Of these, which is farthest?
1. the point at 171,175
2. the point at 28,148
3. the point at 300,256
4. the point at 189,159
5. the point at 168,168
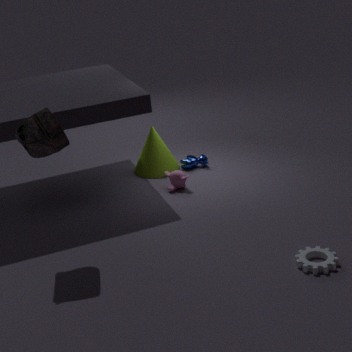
the point at 189,159
